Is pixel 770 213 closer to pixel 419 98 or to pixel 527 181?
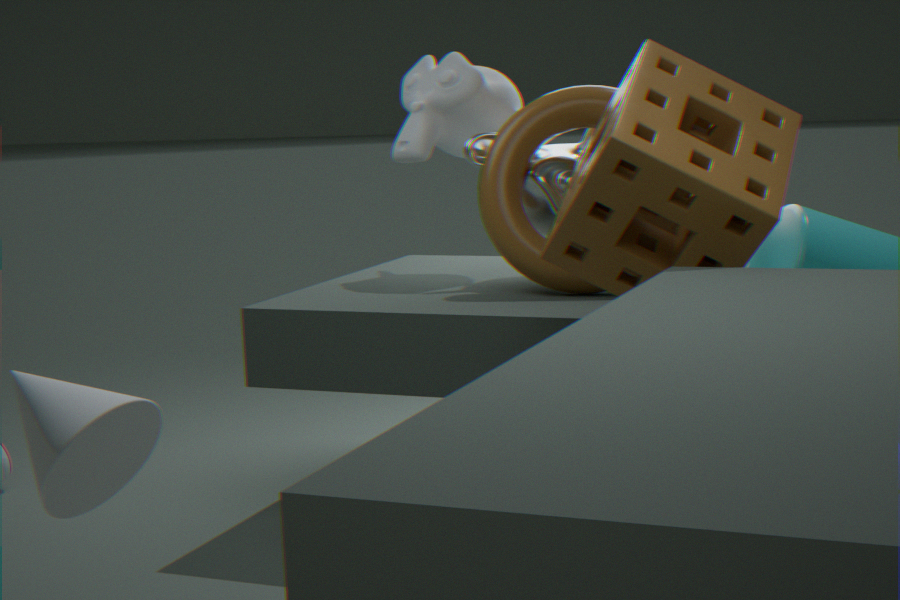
pixel 527 181
